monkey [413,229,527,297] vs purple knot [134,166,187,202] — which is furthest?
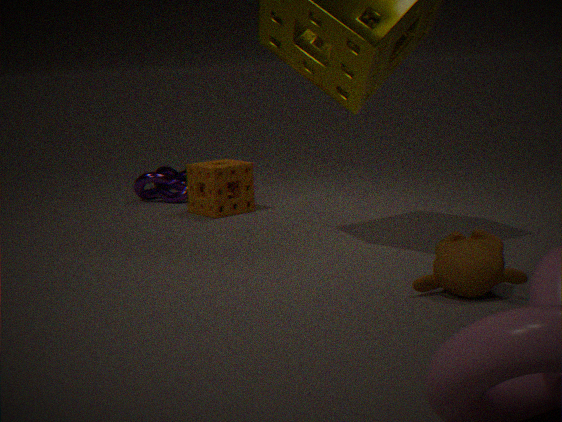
purple knot [134,166,187,202]
